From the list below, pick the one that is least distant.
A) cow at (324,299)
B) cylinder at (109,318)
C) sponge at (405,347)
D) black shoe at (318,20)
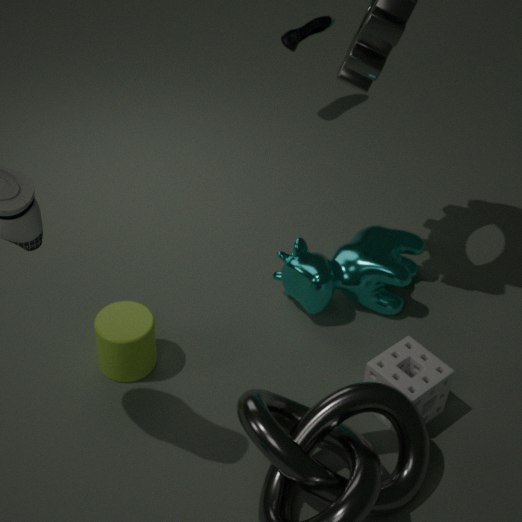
sponge at (405,347)
